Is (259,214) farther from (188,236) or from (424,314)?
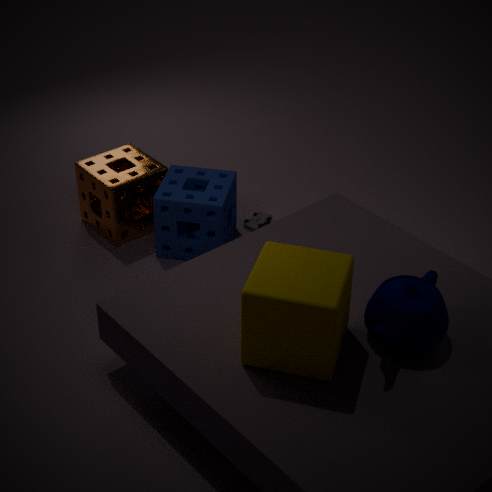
(424,314)
